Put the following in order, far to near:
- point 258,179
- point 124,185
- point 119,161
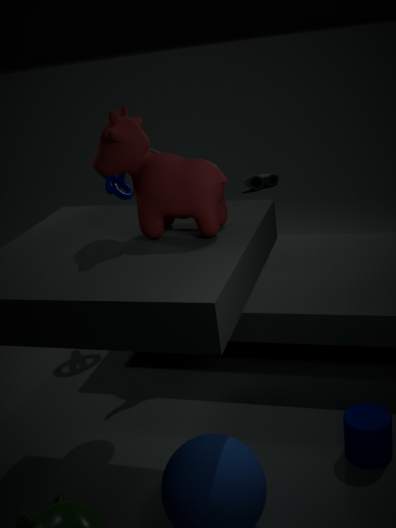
1. point 258,179
2. point 124,185
3. point 119,161
